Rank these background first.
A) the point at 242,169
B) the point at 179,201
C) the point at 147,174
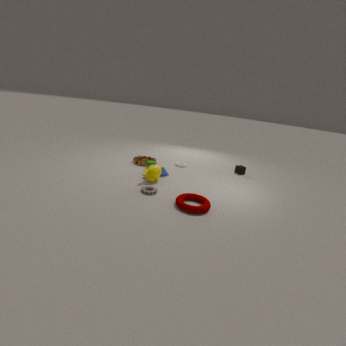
the point at 242,169 → the point at 147,174 → the point at 179,201
